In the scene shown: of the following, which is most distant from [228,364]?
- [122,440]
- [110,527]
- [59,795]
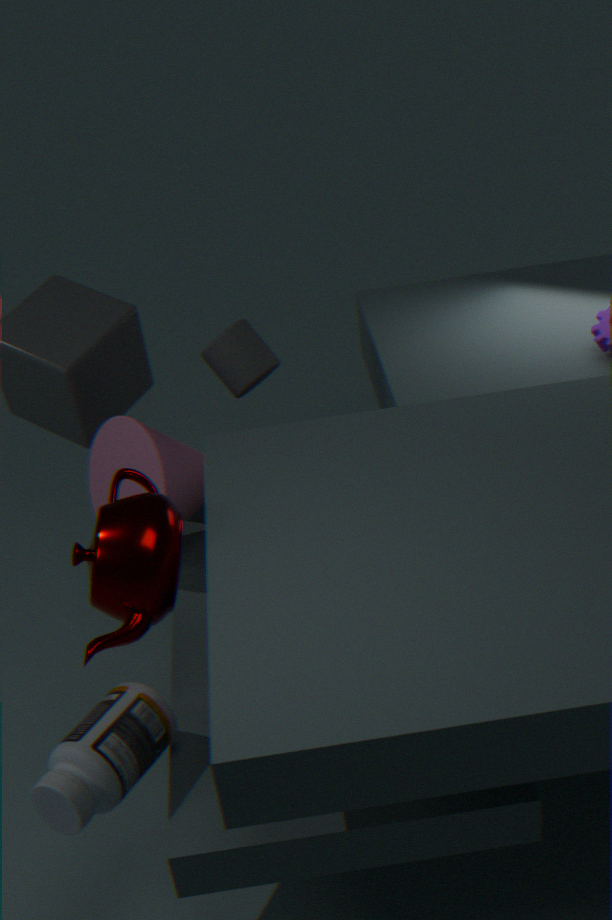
[59,795]
